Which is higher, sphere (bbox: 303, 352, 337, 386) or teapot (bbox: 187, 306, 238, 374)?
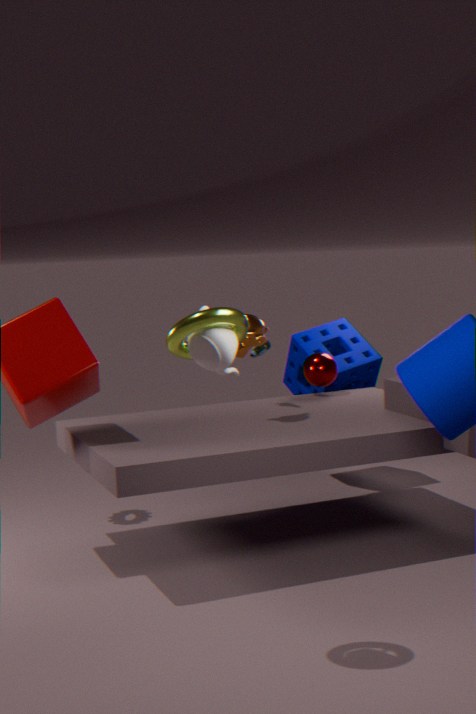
teapot (bbox: 187, 306, 238, 374)
